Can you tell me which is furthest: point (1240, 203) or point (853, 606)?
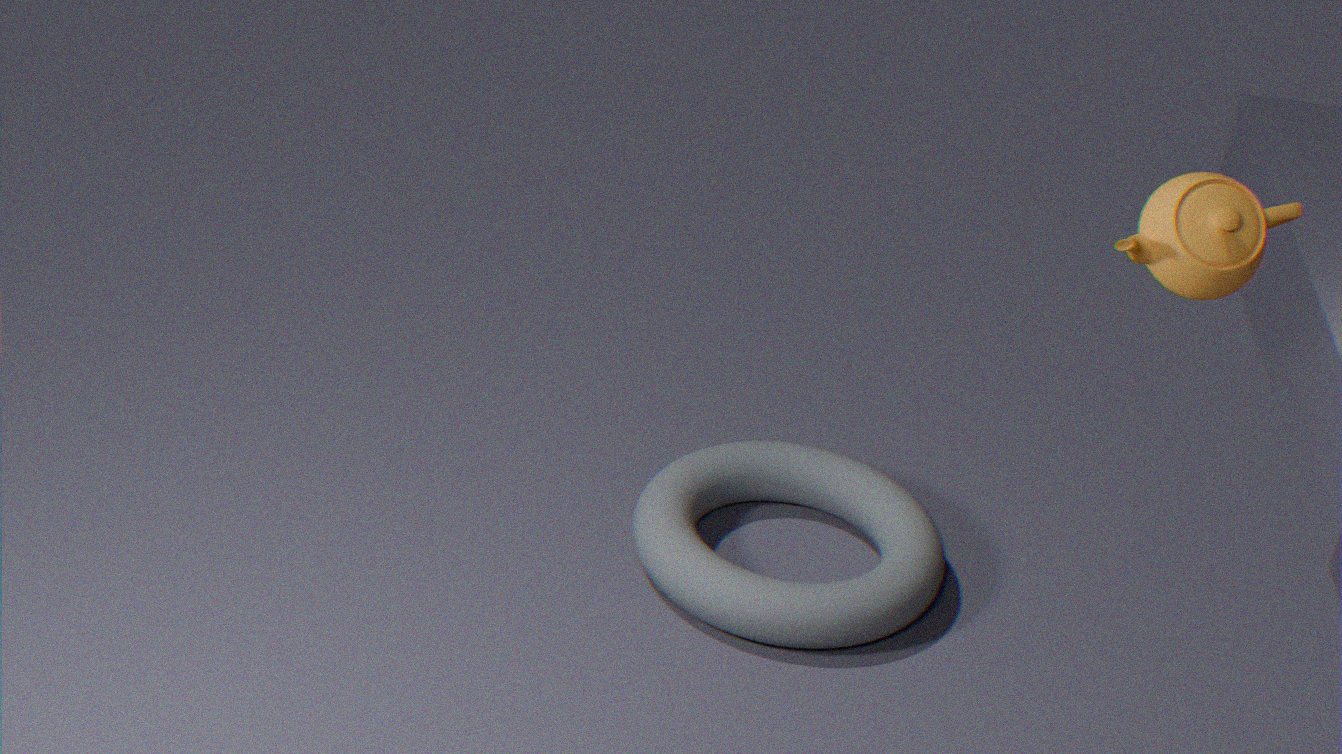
point (853, 606)
